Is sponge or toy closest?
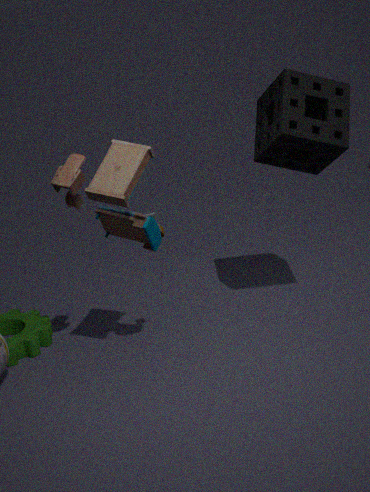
toy
